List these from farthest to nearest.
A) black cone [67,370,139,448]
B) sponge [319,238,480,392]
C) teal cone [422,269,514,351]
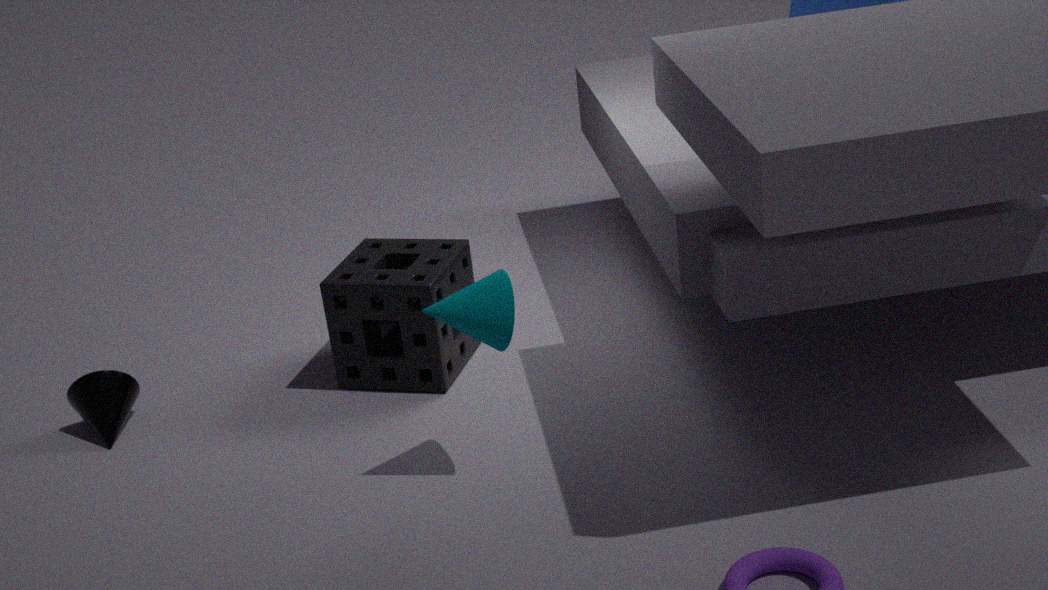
black cone [67,370,139,448]
sponge [319,238,480,392]
teal cone [422,269,514,351]
